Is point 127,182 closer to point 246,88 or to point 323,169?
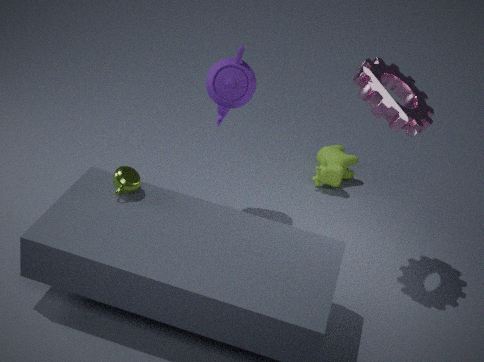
point 246,88
